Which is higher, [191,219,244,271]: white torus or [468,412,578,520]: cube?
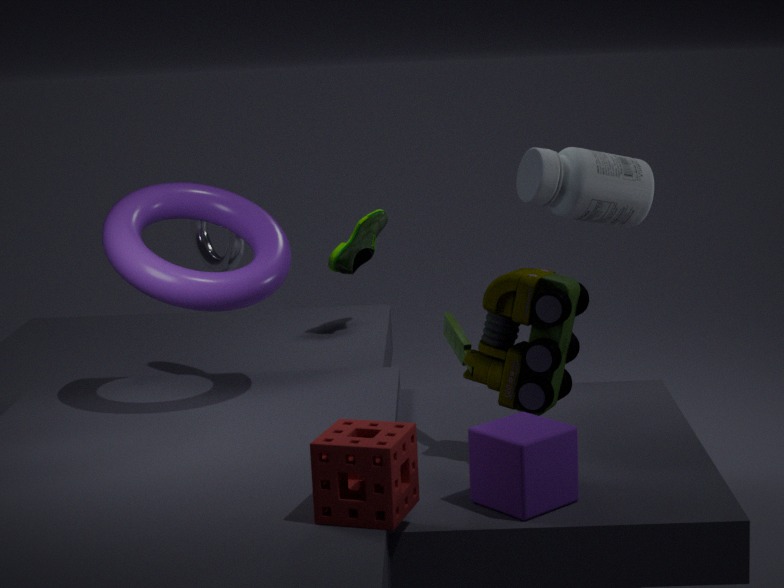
[191,219,244,271]: white torus
